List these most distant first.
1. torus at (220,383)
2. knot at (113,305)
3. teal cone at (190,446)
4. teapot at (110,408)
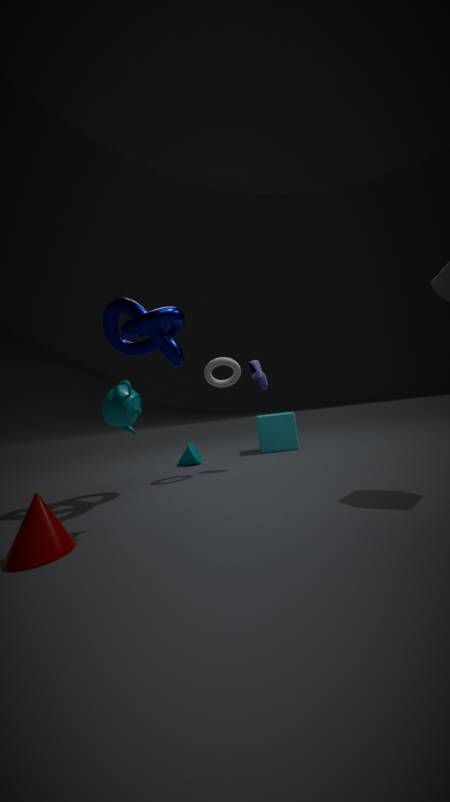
teal cone at (190,446) → torus at (220,383) → knot at (113,305) → teapot at (110,408)
